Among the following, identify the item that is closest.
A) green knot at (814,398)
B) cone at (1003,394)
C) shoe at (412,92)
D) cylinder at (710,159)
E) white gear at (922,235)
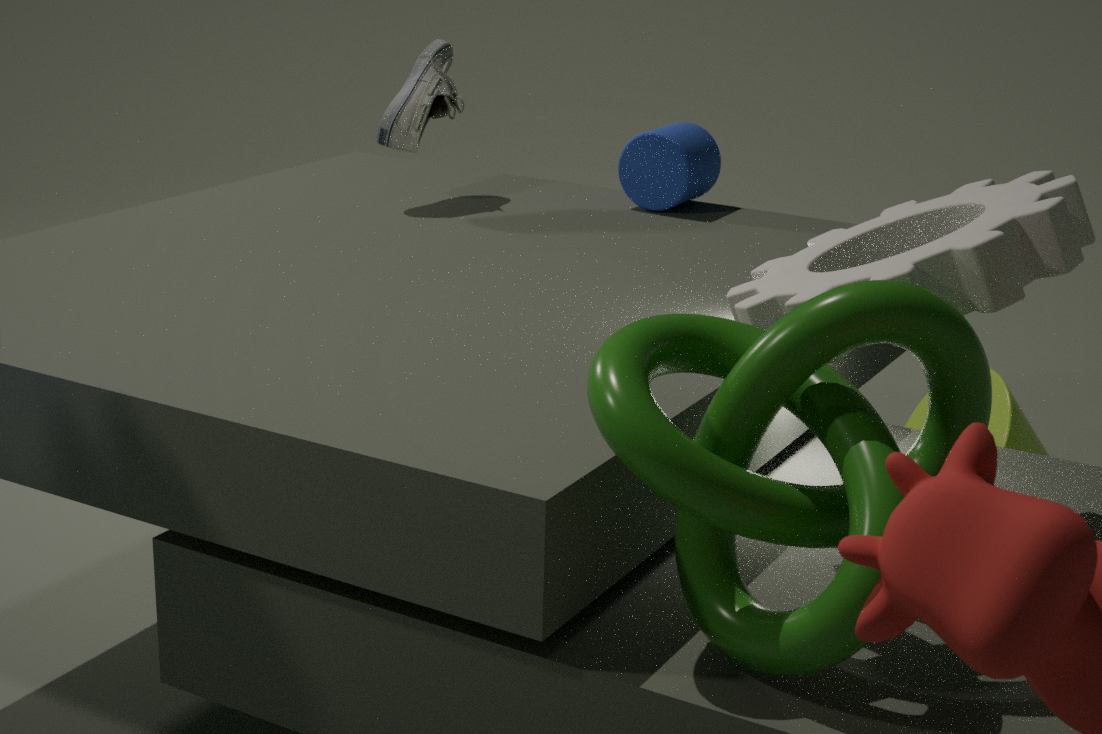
green knot at (814,398)
